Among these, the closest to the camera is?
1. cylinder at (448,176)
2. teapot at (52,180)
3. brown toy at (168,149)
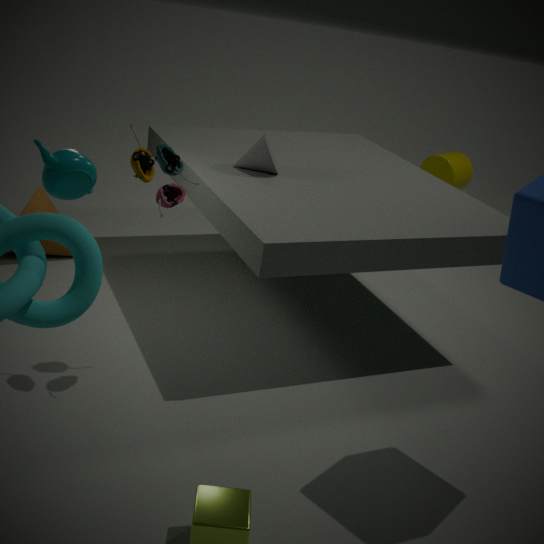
teapot at (52,180)
